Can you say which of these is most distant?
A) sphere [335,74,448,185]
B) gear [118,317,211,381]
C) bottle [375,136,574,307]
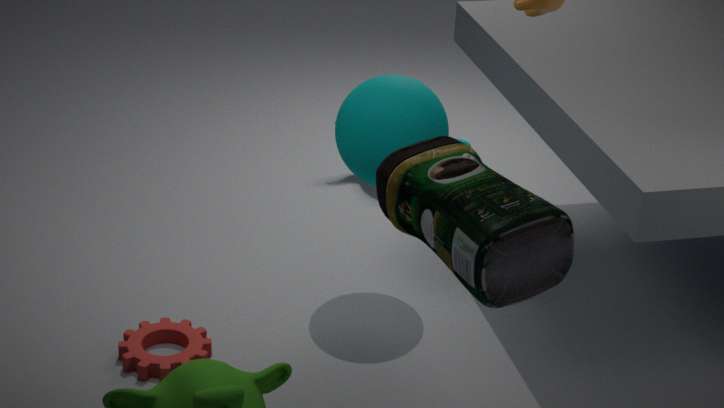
sphere [335,74,448,185]
